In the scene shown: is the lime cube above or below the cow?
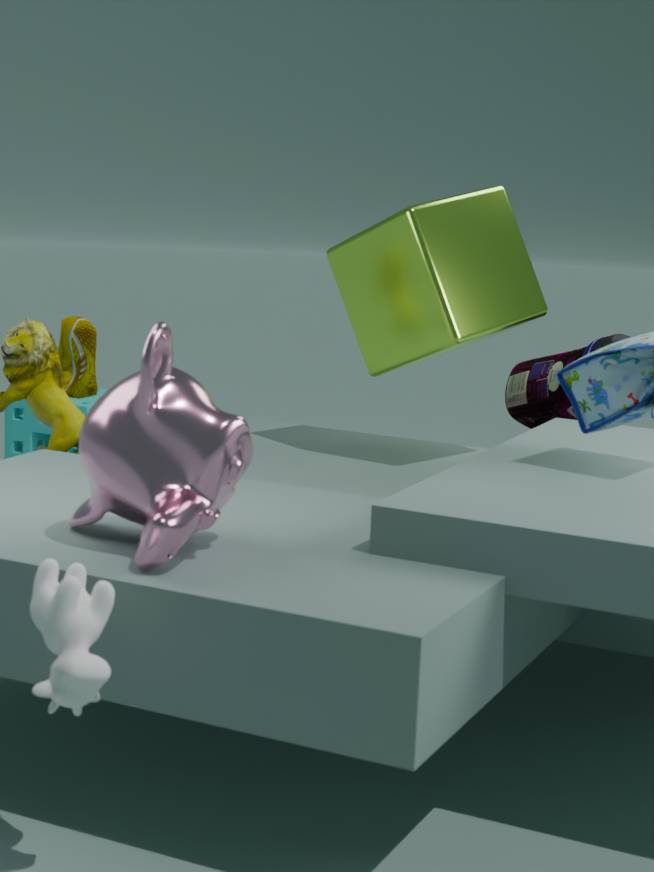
above
